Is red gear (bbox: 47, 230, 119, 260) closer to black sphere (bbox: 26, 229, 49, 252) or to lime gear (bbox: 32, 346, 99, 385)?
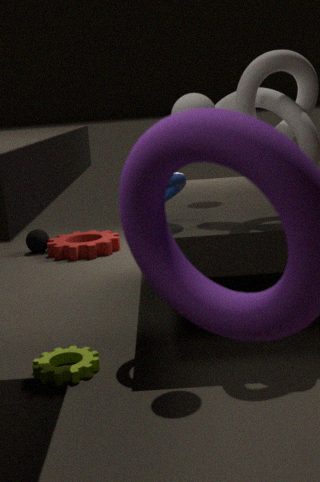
black sphere (bbox: 26, 229, 49, 252)
